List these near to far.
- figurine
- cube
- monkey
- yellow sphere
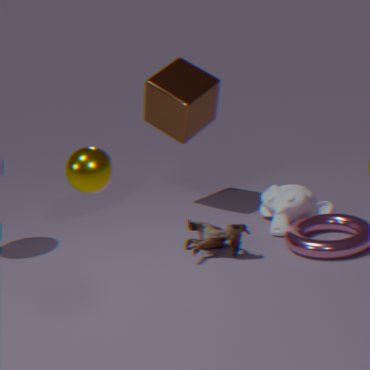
yellow sphere < figurine < monkey < cube
